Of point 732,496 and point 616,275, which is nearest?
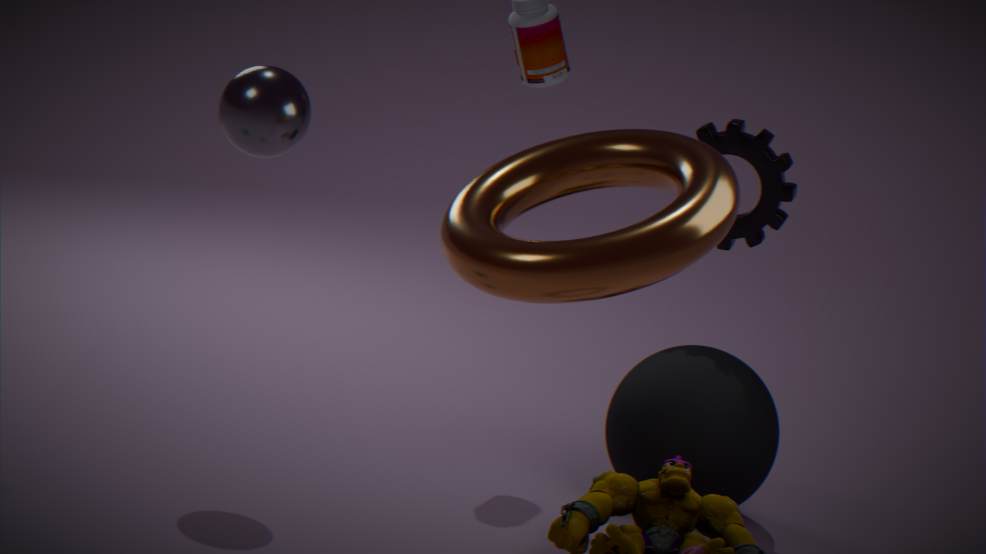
point 616,275
